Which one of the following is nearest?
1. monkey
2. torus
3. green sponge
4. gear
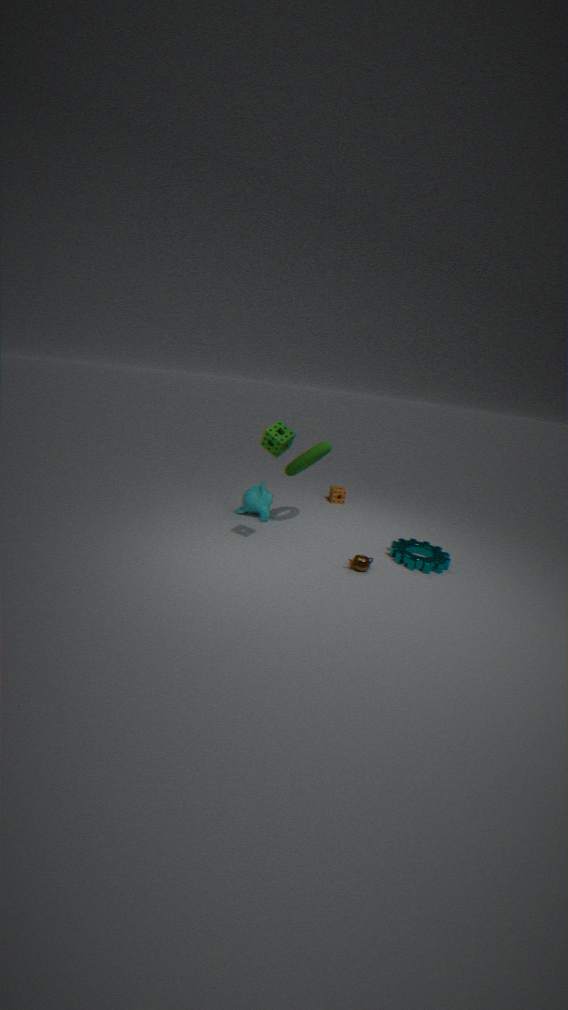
green sponge
